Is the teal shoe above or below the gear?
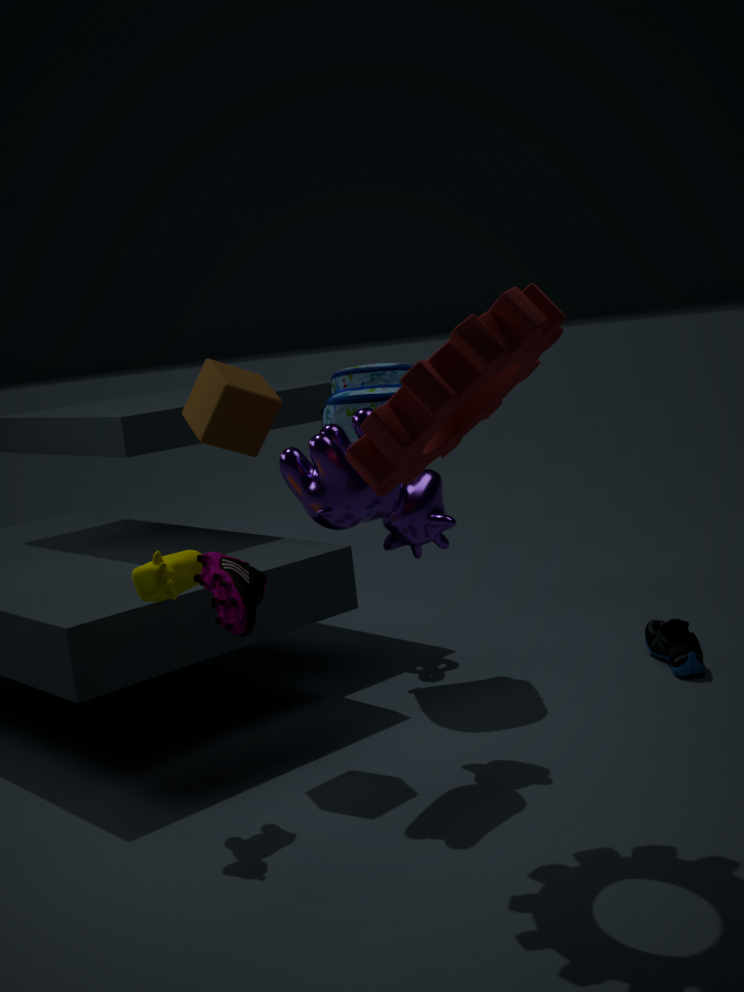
below
